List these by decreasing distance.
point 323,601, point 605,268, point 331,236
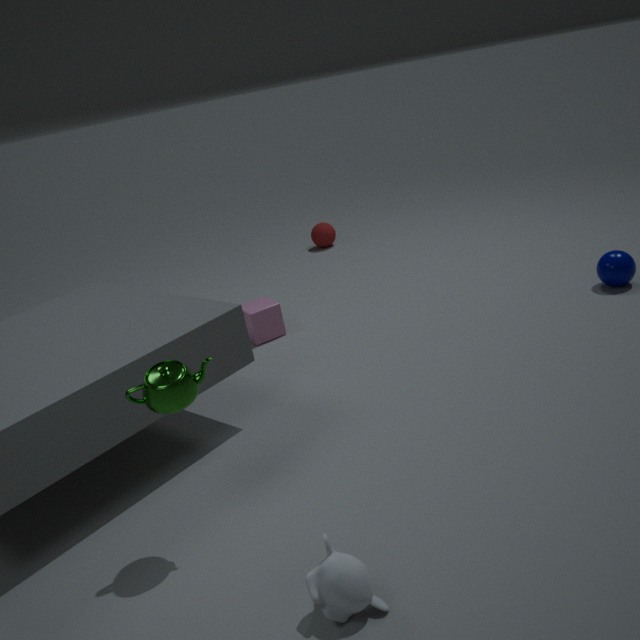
point 331,236, point 605,268, point 323,601
